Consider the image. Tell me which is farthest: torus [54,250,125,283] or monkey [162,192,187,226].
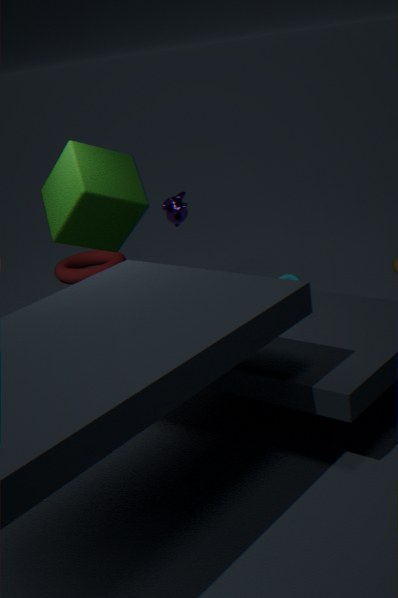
torus [54,250,125,283]
